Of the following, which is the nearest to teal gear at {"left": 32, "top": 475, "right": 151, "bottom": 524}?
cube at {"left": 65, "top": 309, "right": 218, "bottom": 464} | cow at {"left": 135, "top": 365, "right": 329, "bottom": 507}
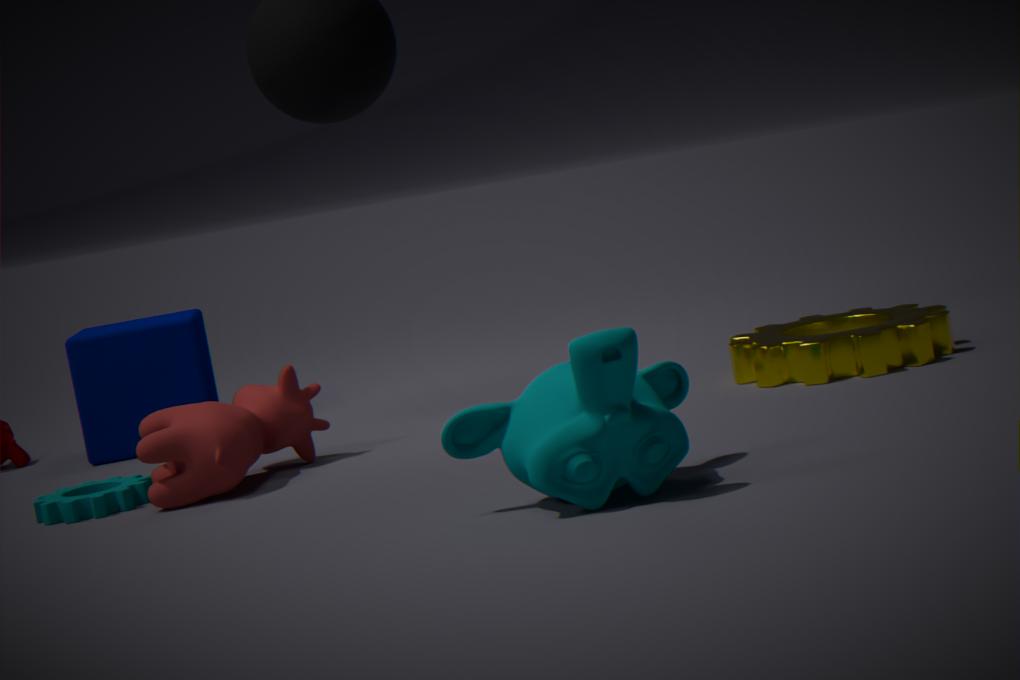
cow at {"left": 135, "top": 365, "right": 329, "bottom": 507}
